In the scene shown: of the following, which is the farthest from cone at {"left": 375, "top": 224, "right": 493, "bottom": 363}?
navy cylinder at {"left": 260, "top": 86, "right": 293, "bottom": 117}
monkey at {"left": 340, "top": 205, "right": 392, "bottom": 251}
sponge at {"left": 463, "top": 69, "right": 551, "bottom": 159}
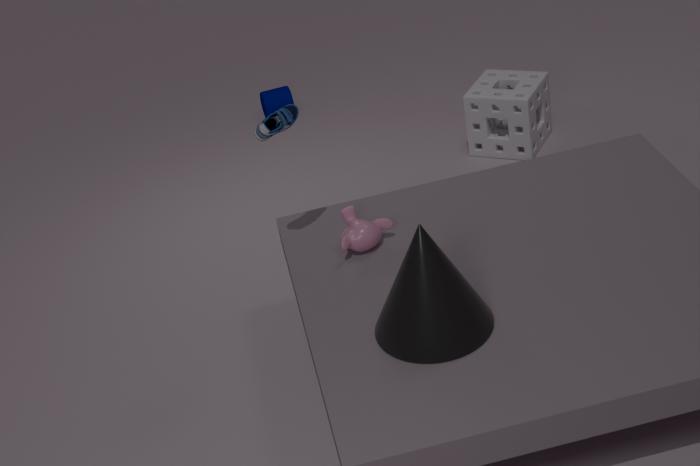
navy cylinder at {"left": 260, "top": 86, "right": 293, "bottom": 117}
